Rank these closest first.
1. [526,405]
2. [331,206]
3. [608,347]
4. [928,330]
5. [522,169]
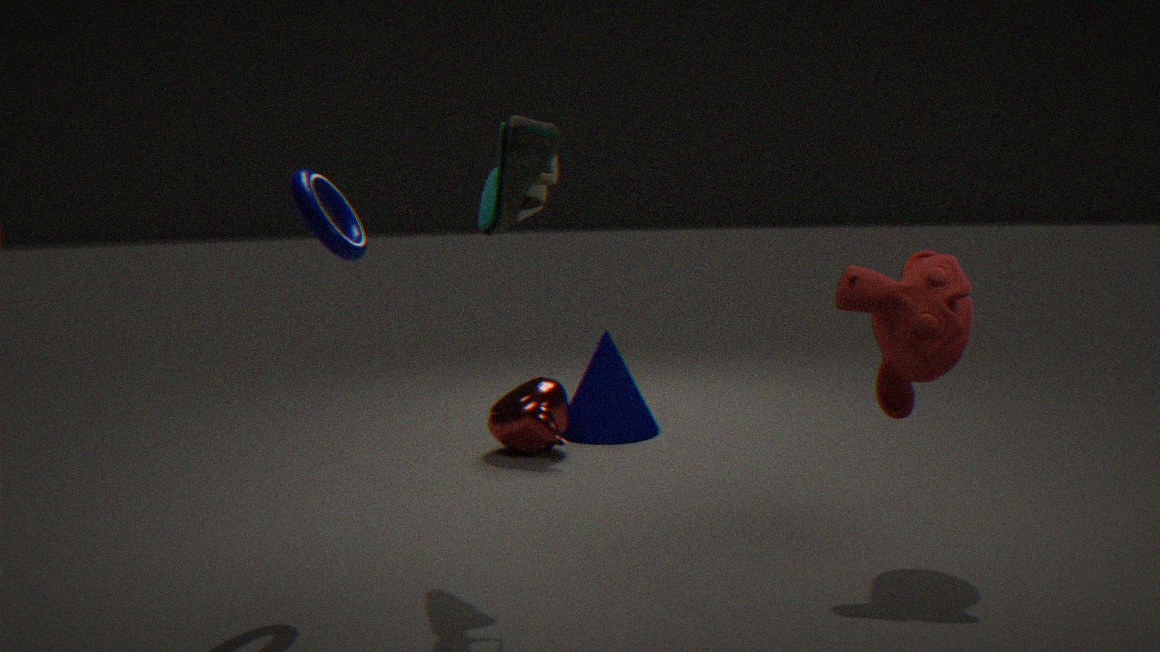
[522,169], [928,330], [331,206], [526,405], [608,347]
